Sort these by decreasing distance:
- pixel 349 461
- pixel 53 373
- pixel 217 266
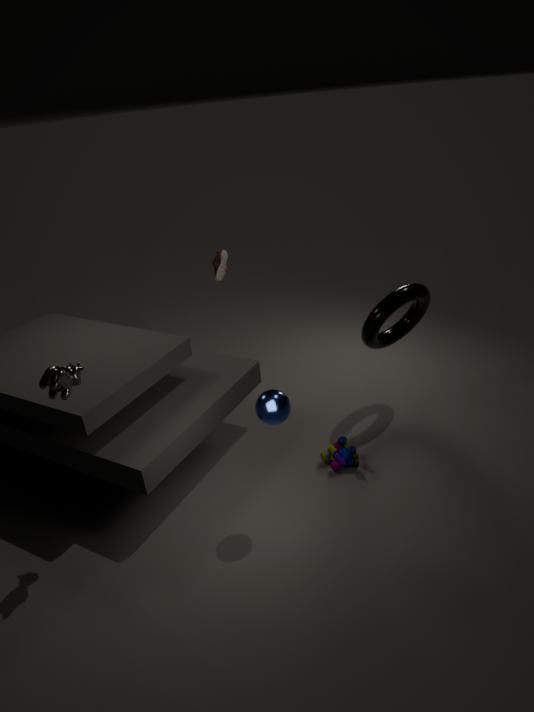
pixel 217 266 → pixel 349 461 → pixel 53 373
